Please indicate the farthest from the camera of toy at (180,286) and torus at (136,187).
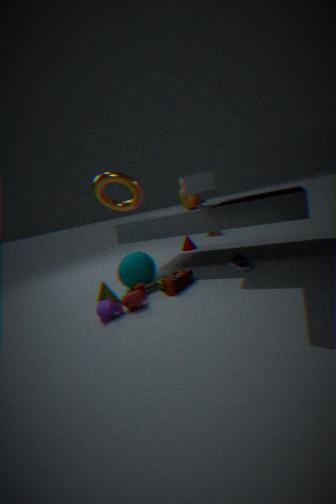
torus at (136,187)
